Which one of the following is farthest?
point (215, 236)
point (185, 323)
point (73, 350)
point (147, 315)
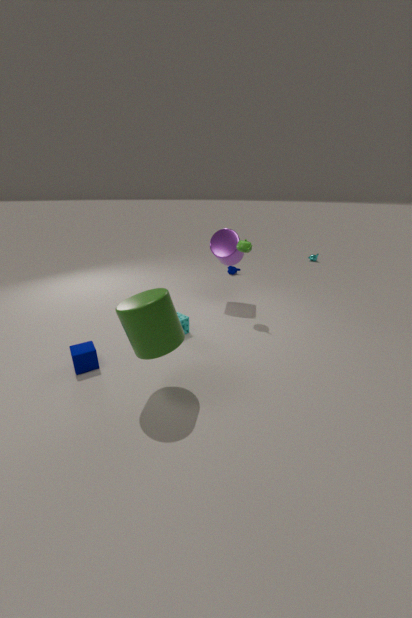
point (215, 236)
